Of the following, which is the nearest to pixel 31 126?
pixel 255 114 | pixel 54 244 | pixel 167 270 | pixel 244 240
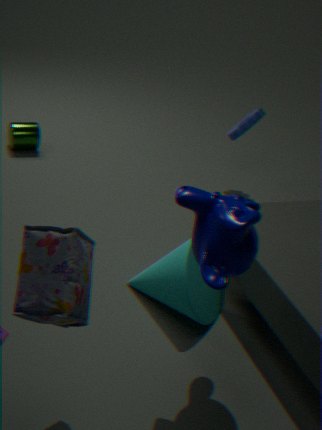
pixel 255 114
